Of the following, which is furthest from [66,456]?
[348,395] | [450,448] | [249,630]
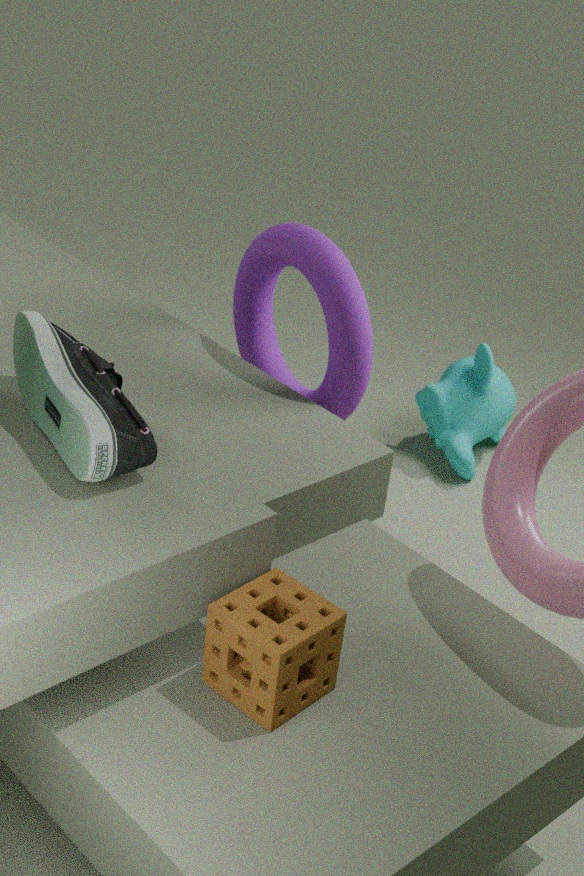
[450,448]
